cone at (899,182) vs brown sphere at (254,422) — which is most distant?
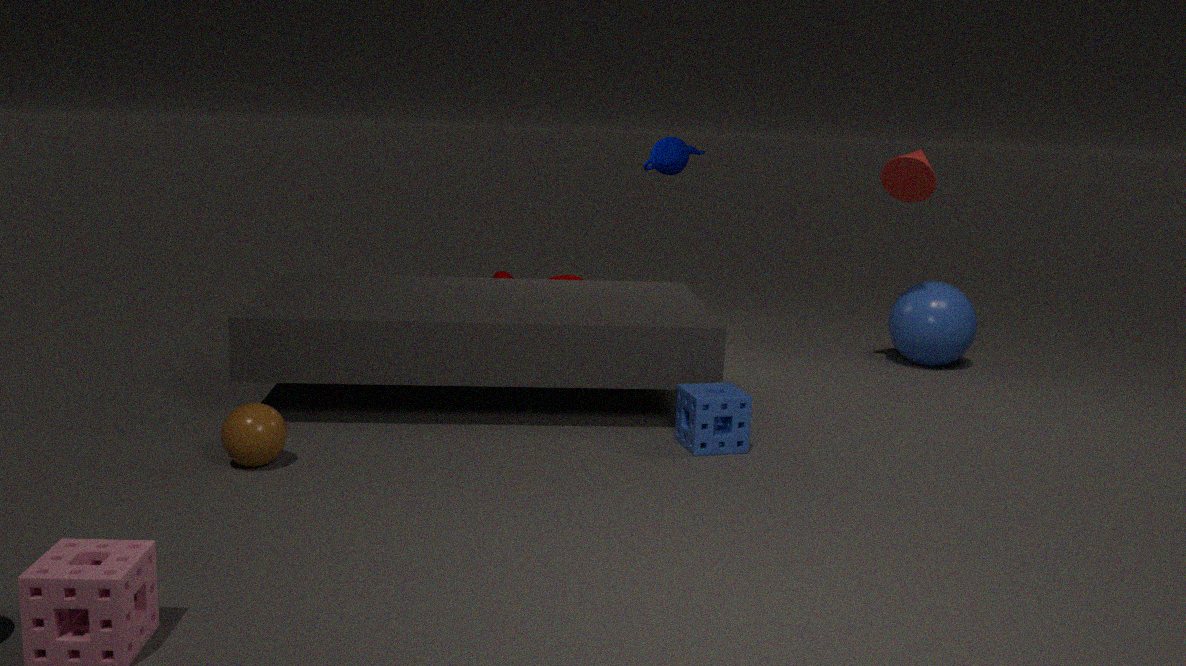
cone at (899,182)
